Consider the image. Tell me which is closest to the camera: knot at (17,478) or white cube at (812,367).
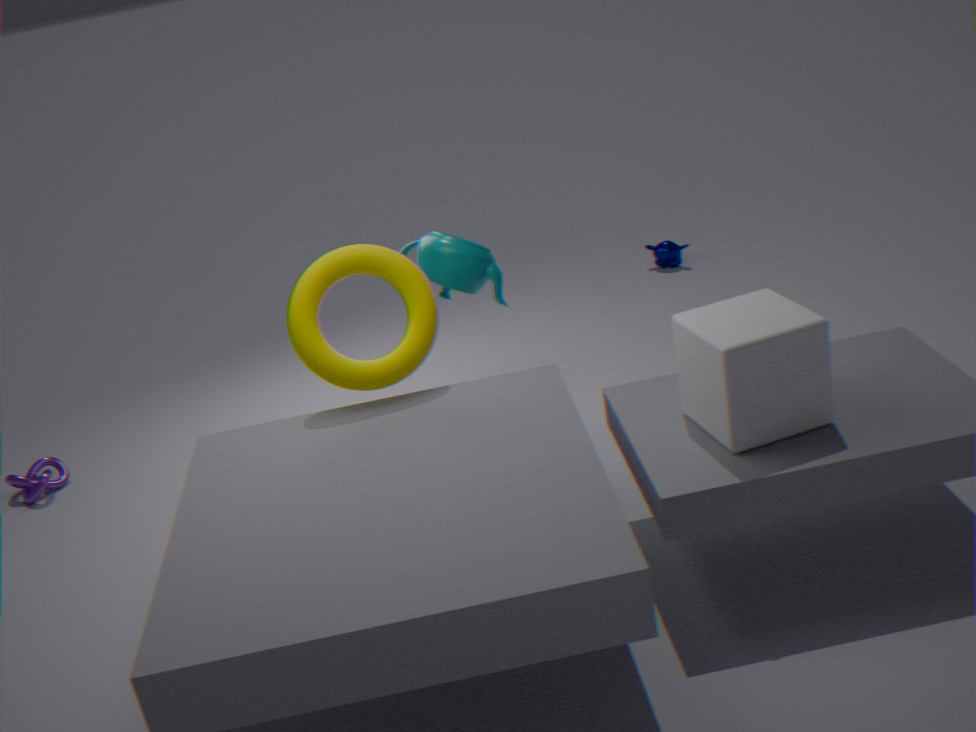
white cube at (812,367)
